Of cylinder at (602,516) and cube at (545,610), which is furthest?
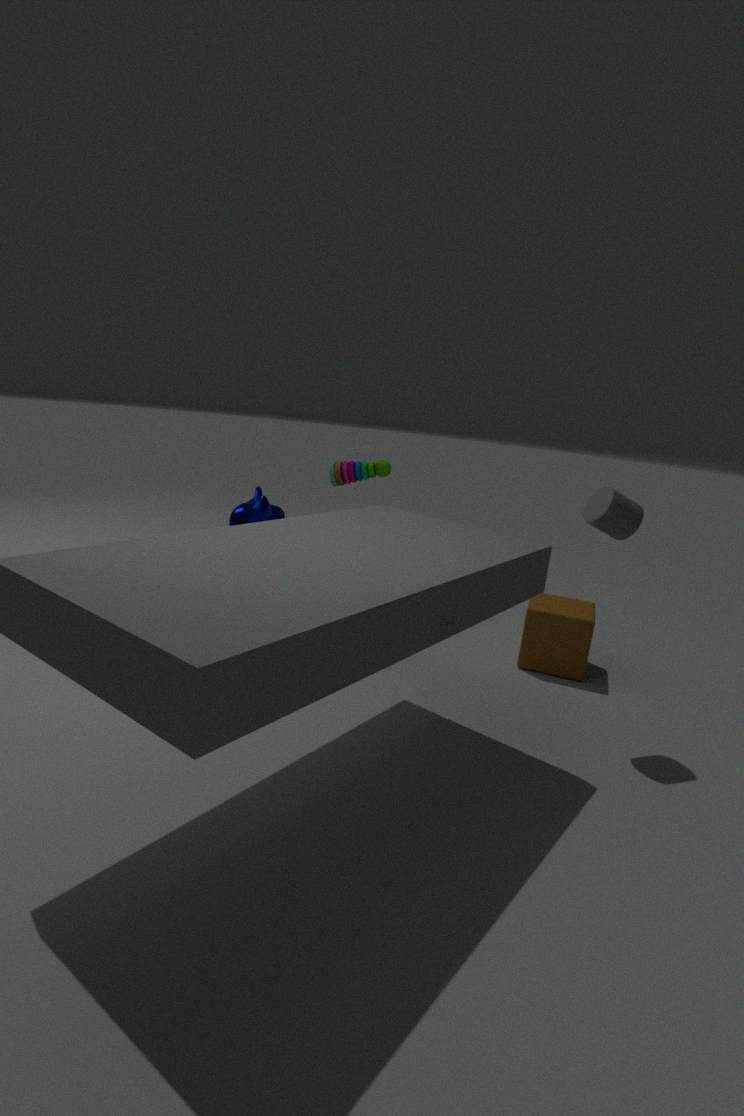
cube at (545,610)
